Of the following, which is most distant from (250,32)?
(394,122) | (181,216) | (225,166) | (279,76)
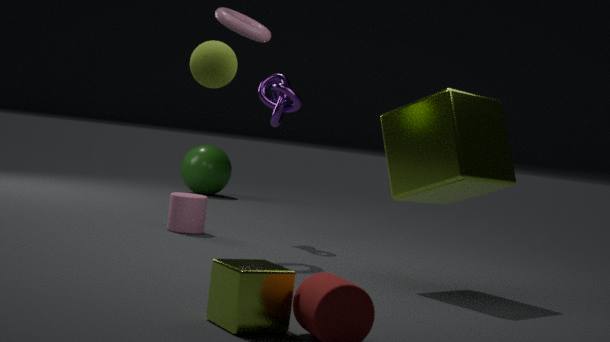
(225,166)
